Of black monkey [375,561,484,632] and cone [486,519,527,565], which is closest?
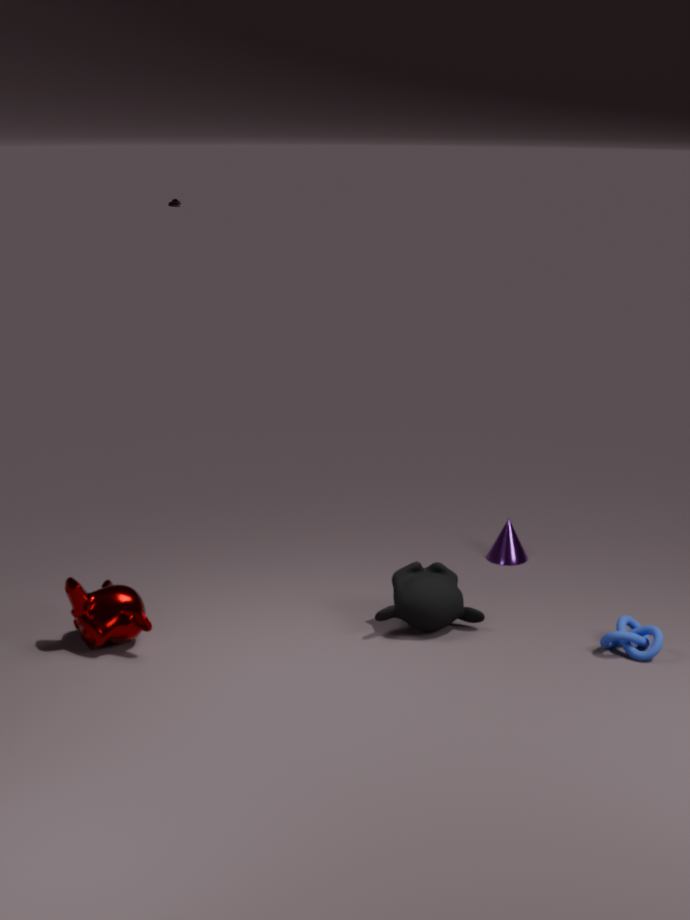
black monkey [375,561,484,632]
